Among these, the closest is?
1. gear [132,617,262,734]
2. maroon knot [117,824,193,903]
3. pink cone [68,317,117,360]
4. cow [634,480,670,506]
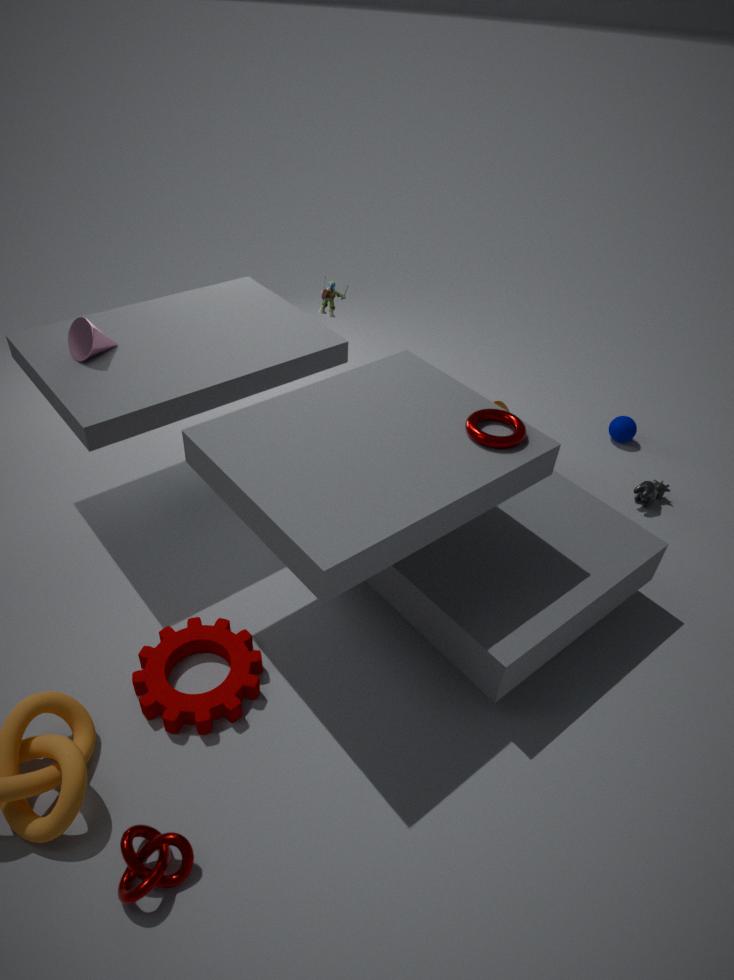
maroon knot [117,824,193,903]
